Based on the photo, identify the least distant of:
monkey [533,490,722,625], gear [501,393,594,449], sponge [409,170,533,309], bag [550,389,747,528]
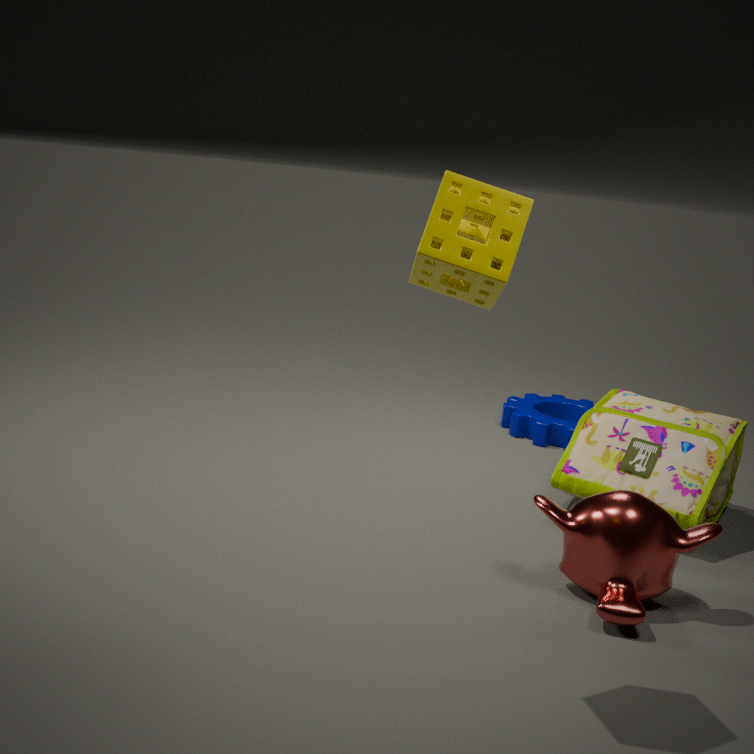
sponge [409,170,533,309]
